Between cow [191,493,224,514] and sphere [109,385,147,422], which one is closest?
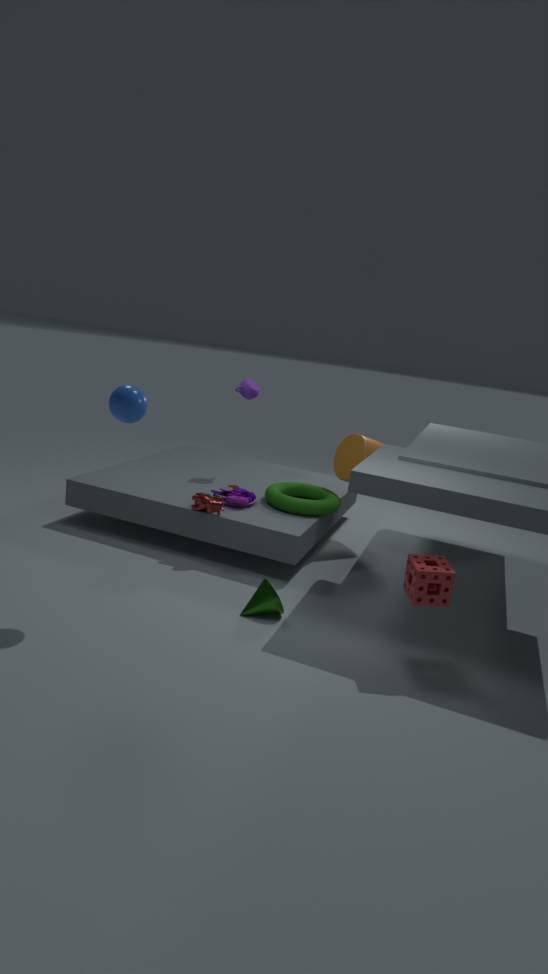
sphere [109,385,147,422]
